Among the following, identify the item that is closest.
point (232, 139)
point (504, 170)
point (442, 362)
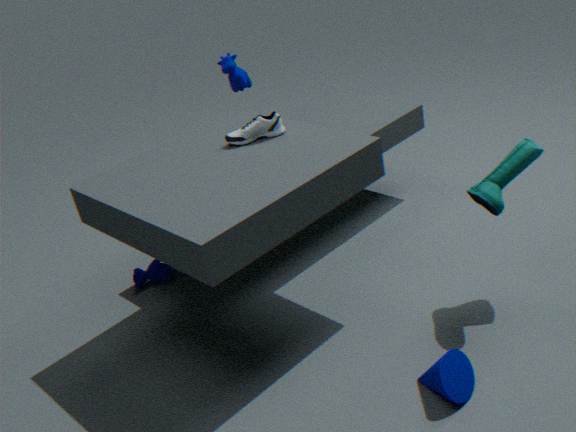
point (442, 362)
